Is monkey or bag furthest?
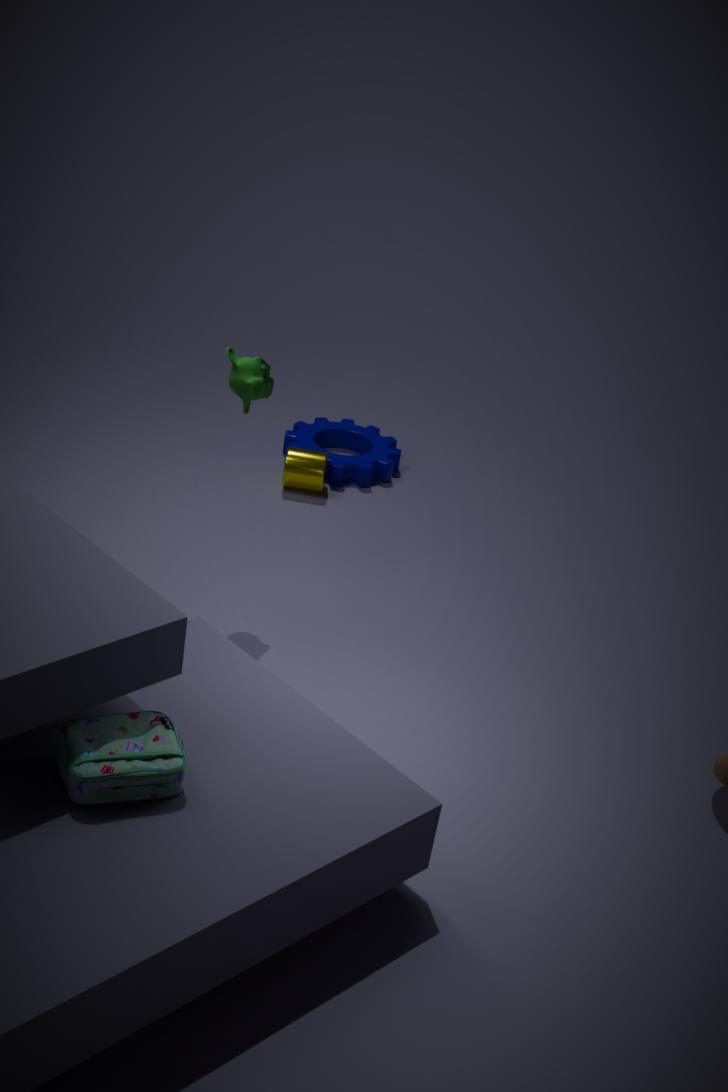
monkey
